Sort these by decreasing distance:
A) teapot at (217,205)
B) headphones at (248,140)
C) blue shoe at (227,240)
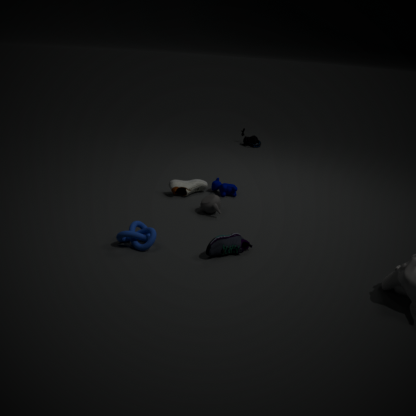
headphones at (248,140)
teapot at (217,205)
blue shoe at (227,240)
